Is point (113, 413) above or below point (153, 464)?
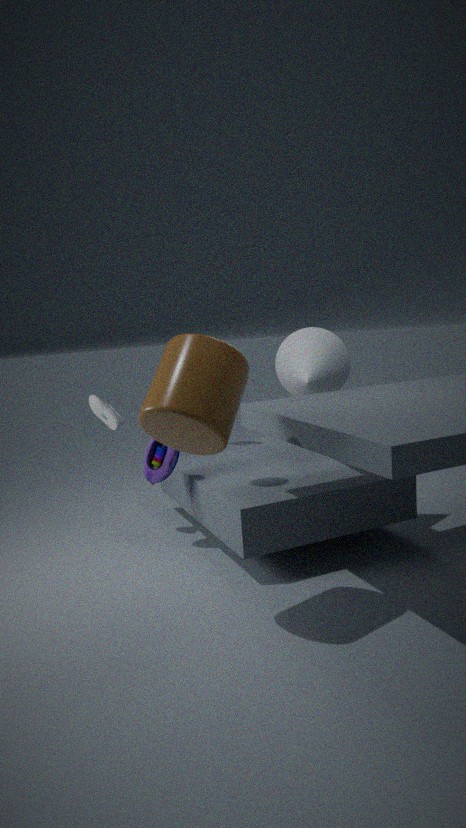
above
